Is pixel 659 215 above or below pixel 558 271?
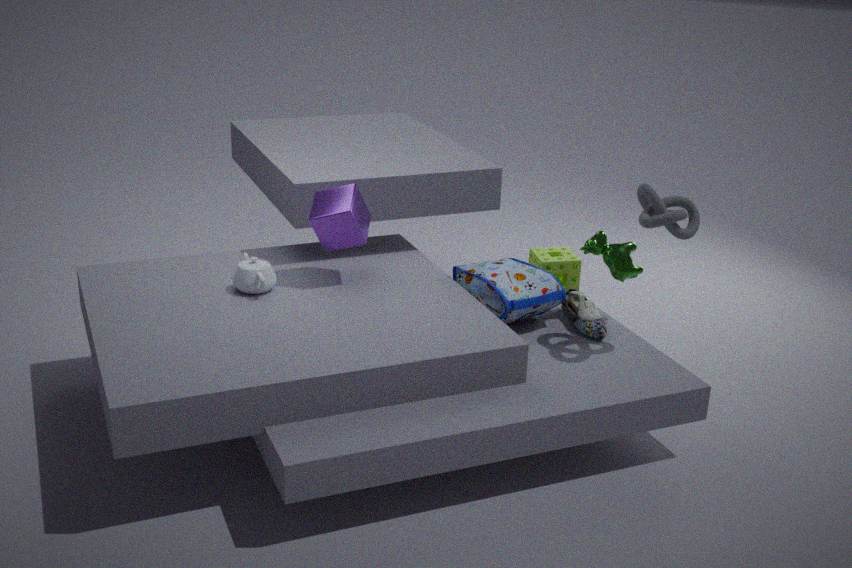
above
